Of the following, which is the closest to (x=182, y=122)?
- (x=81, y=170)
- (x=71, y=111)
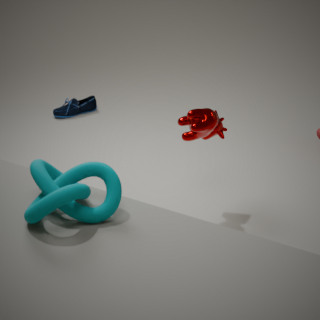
(x=81, y=170)
